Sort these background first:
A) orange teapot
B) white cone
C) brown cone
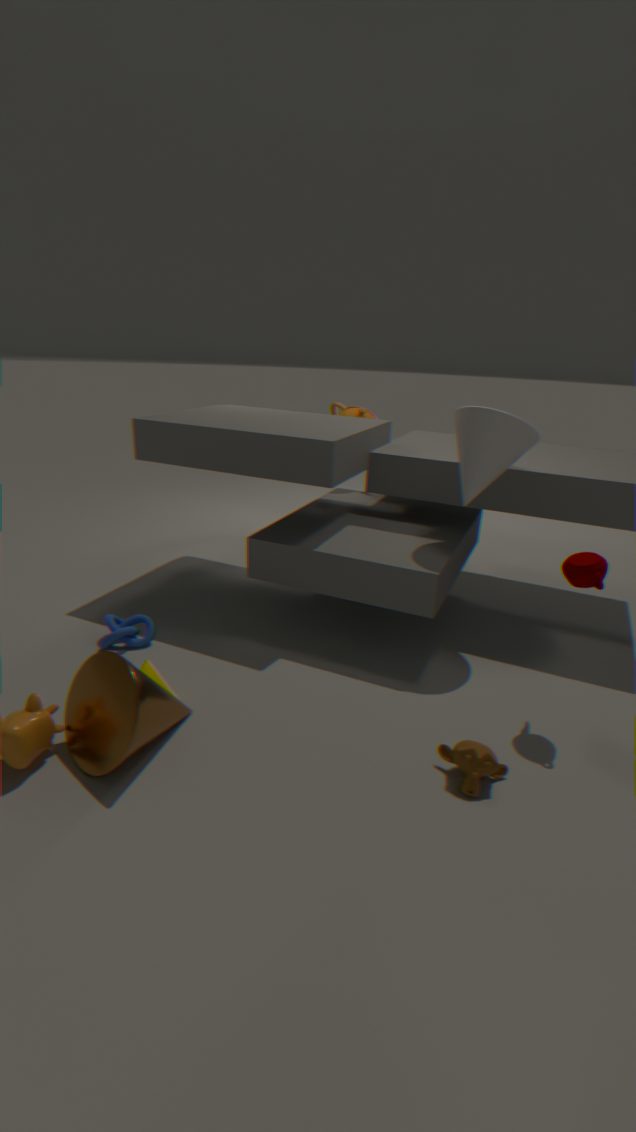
orange teapot → white cone → brown cone
